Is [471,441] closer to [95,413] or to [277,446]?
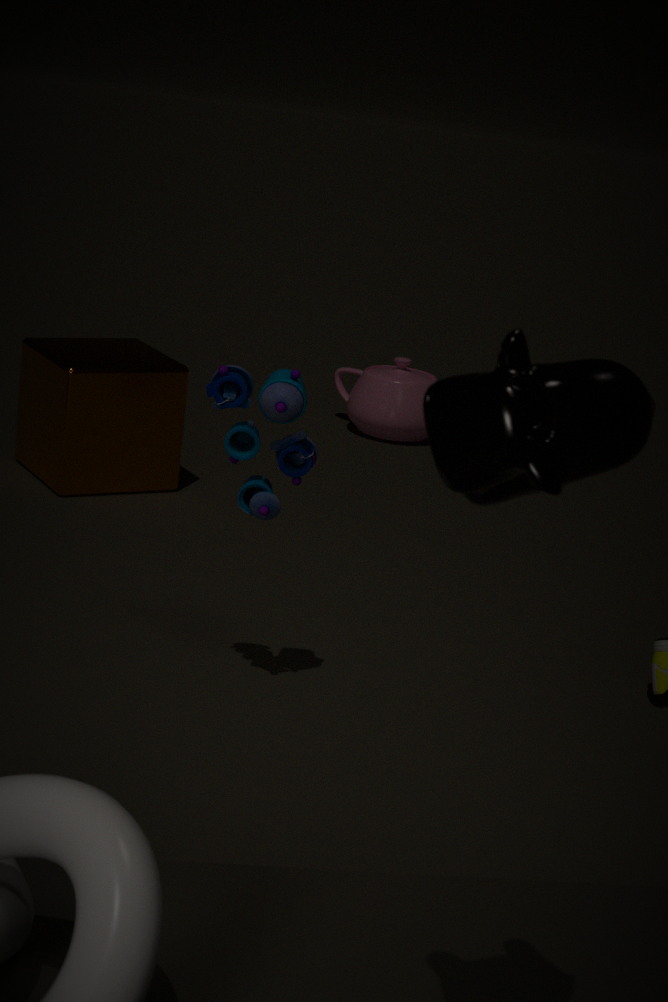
[277,446]
